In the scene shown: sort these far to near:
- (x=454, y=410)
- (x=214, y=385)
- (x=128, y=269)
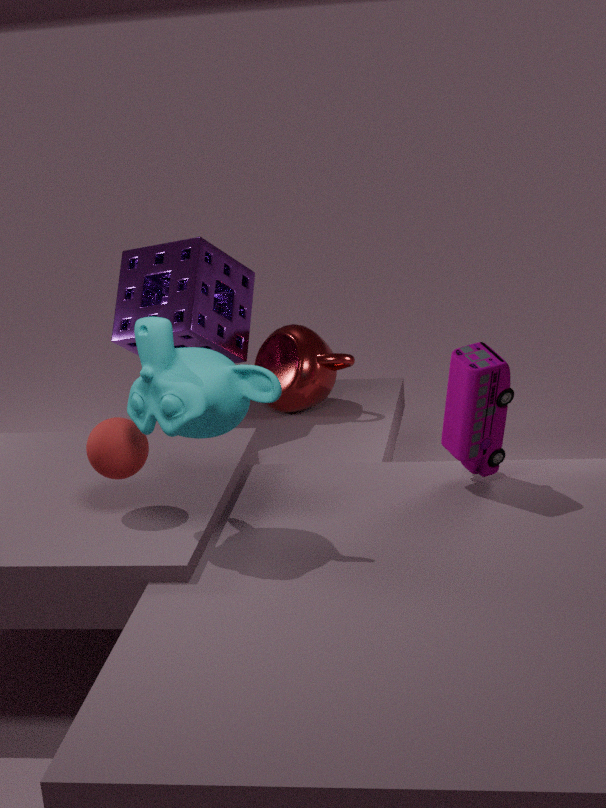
(x=128, y=269), (x=454, y=410), (x=214, y=385)
